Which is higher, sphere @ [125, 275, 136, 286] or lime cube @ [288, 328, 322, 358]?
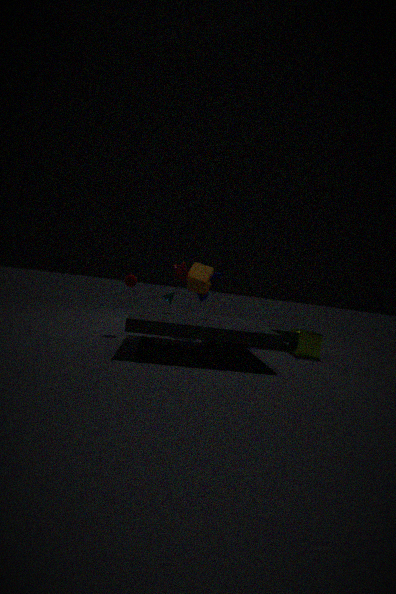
sphere @ [125, 275, 136, 286]
